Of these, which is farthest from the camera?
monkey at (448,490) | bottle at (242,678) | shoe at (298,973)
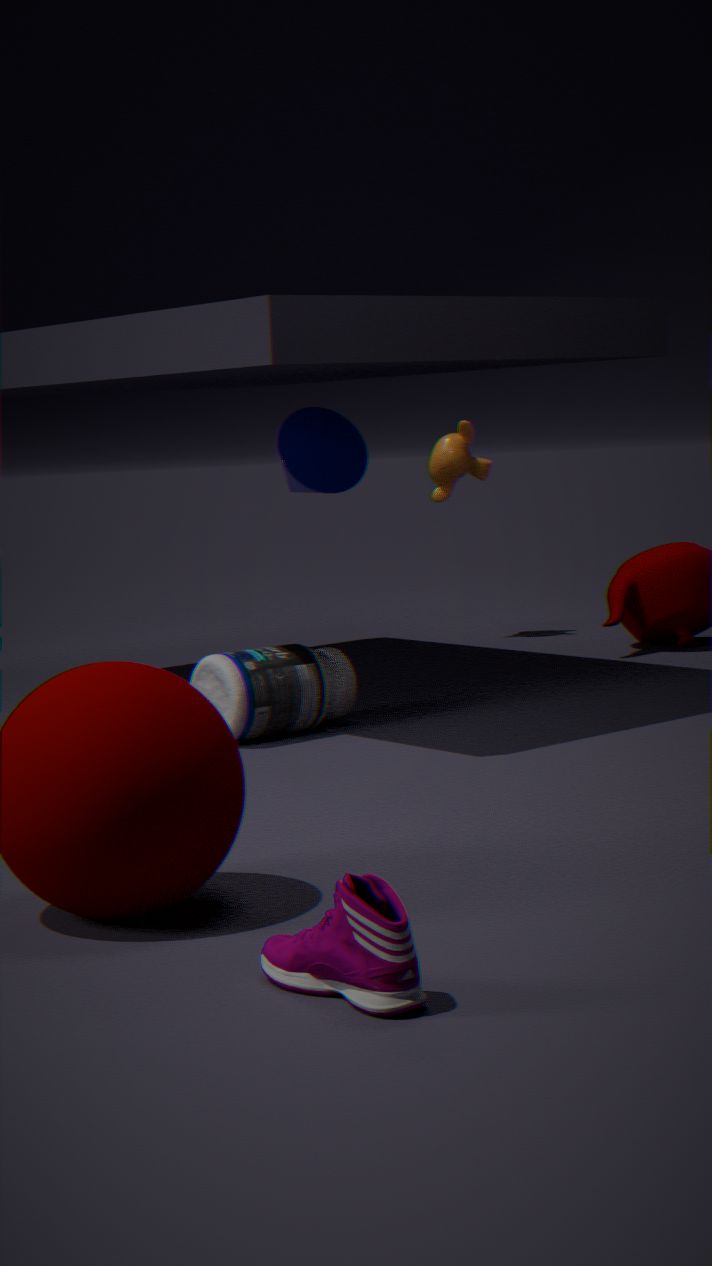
monkey at (448,490)
